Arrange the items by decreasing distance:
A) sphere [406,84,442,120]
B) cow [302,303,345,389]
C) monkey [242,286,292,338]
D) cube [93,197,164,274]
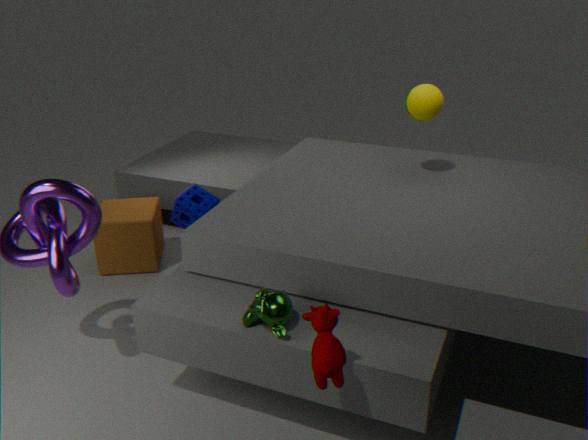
D. cube [93,197,164,274]
A. sphere [406,84,442,120]
C. monkey [242,286,292,338]
B. cow [302,303,345,389]
